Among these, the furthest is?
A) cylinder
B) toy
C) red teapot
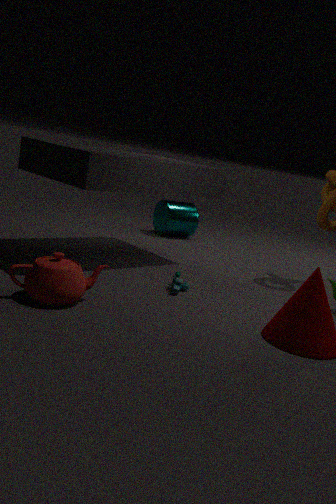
cylinder
